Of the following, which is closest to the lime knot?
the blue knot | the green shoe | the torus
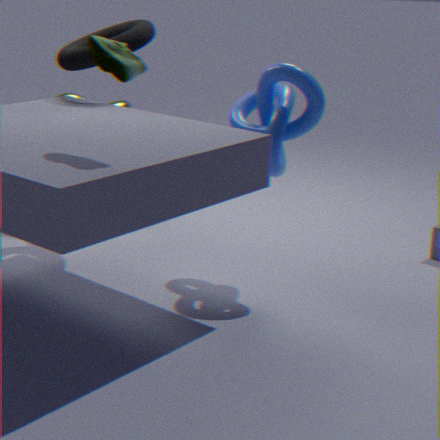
the torus
